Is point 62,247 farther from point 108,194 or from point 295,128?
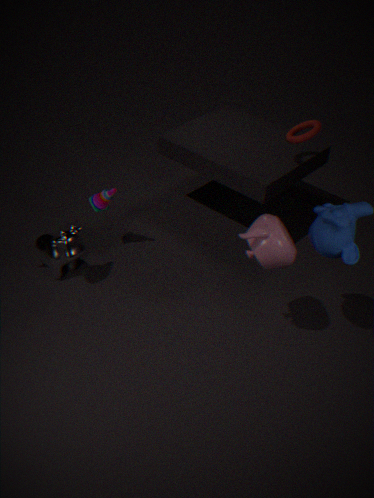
point 295,128
